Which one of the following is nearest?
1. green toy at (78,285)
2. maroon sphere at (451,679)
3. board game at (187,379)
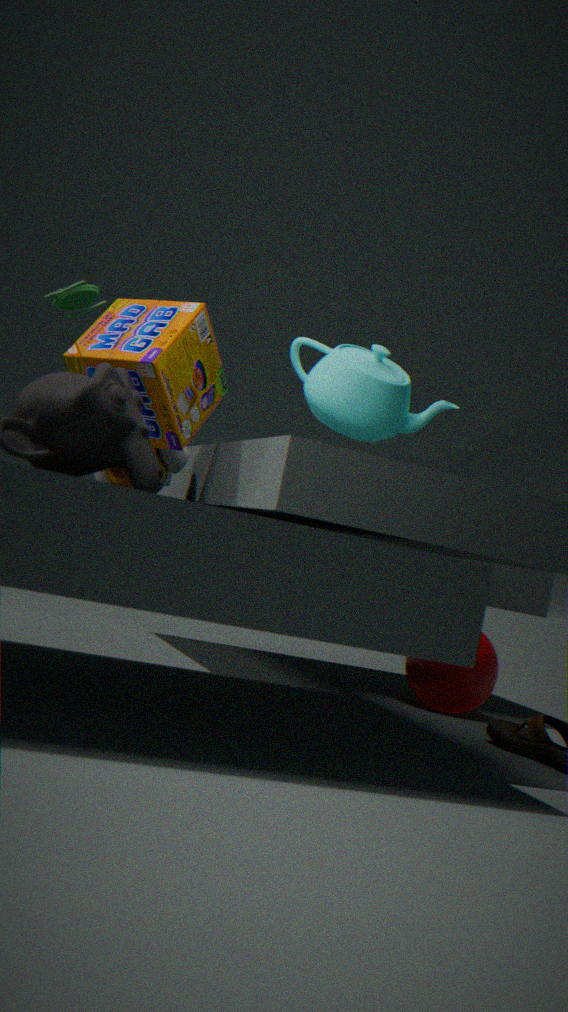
board game at (187,379)
